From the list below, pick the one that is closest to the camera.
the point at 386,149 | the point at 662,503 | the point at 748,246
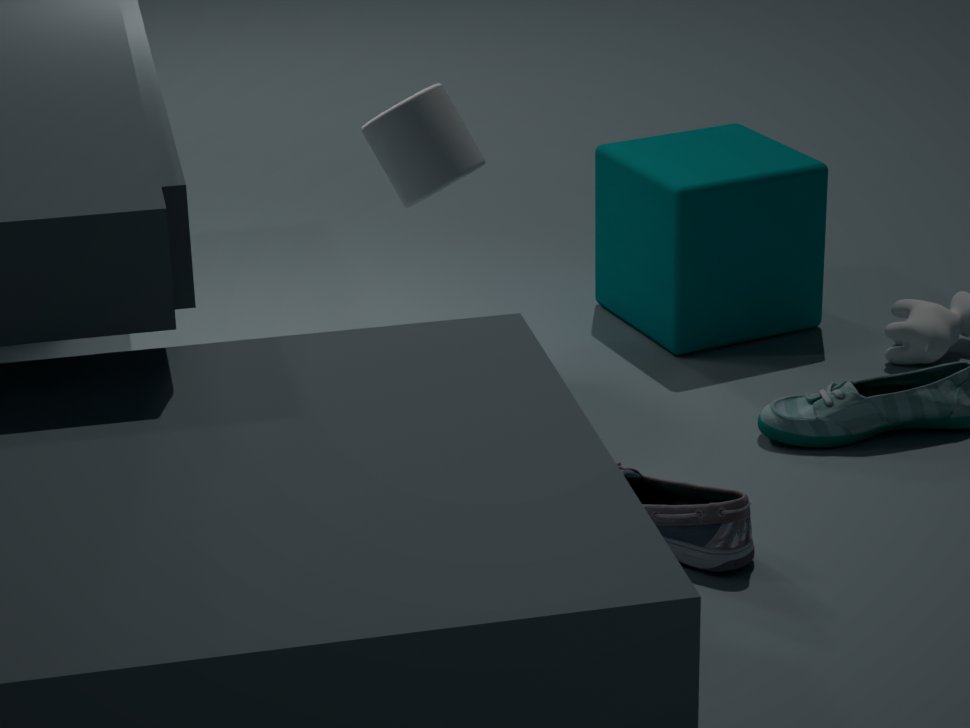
the point at 662,503
